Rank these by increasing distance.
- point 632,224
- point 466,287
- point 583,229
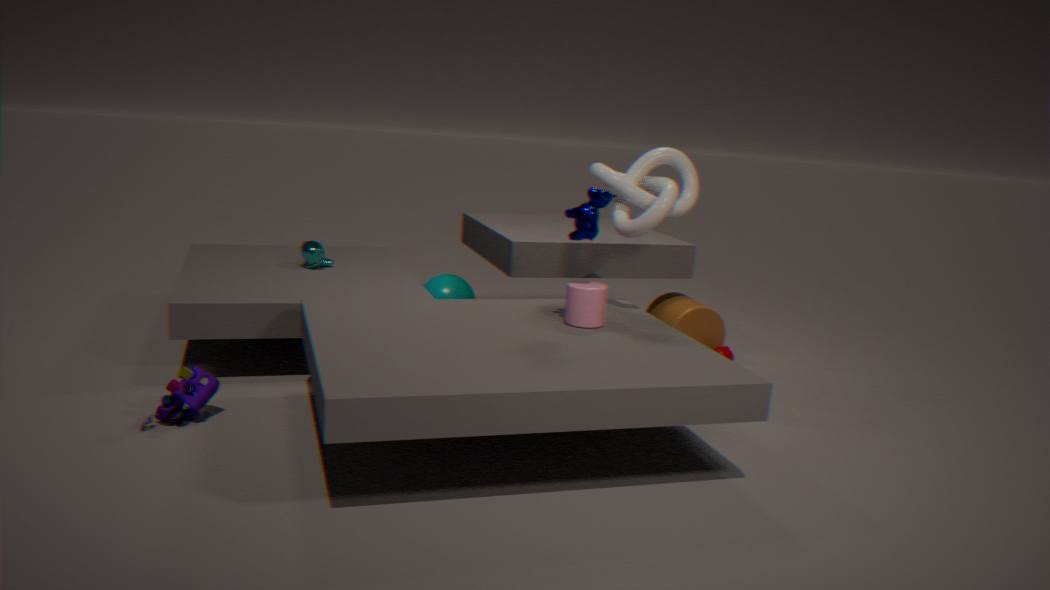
point 583,229 < point 632,224 < point 466,287
